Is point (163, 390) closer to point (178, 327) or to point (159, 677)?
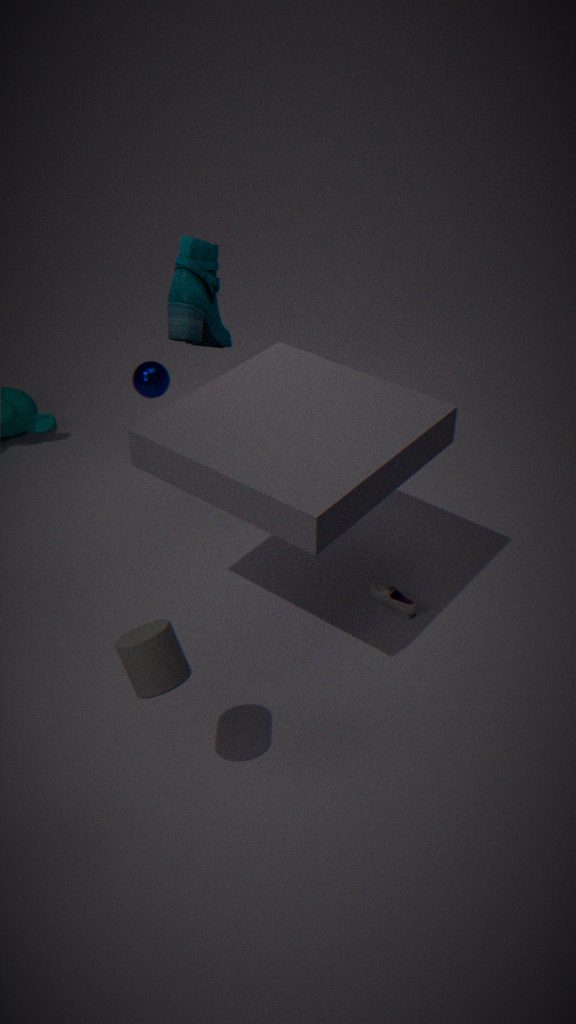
point (178, 327)
